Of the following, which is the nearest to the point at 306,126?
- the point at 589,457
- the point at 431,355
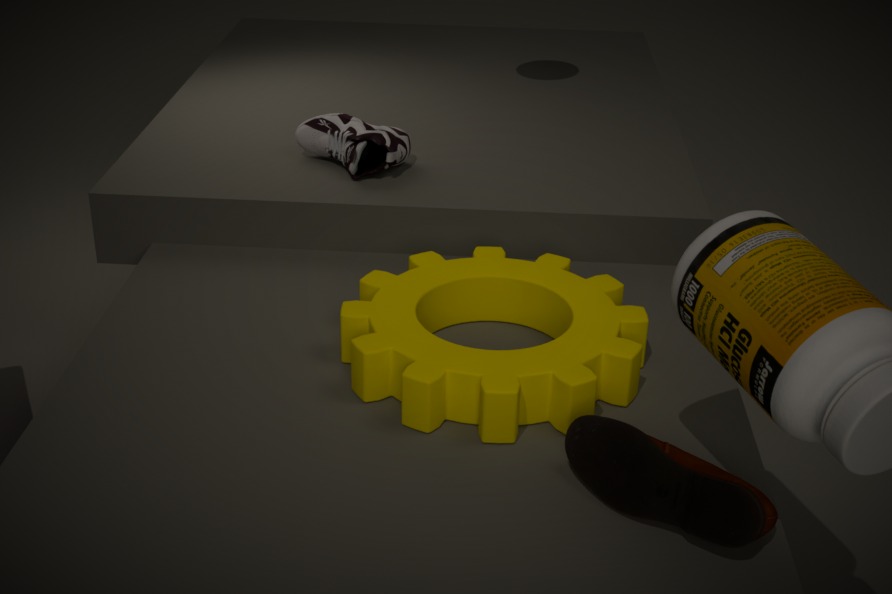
the point at 431,355
